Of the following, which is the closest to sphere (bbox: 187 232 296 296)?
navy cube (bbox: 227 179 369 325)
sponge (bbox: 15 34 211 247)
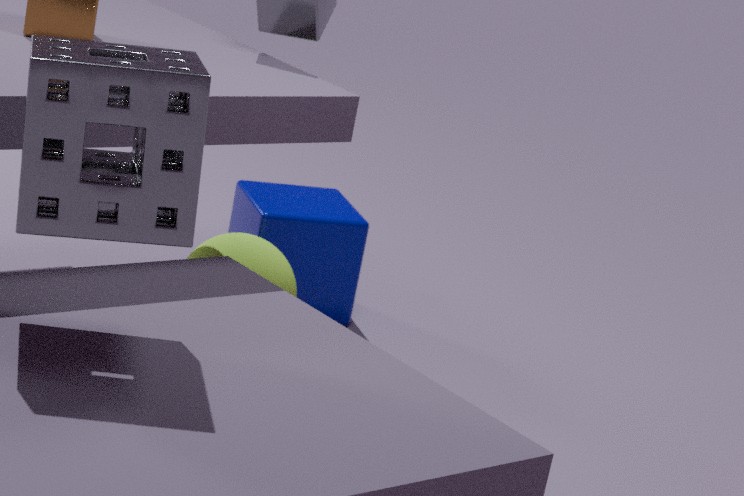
navy cube (bbox: 227 179 369 325)
